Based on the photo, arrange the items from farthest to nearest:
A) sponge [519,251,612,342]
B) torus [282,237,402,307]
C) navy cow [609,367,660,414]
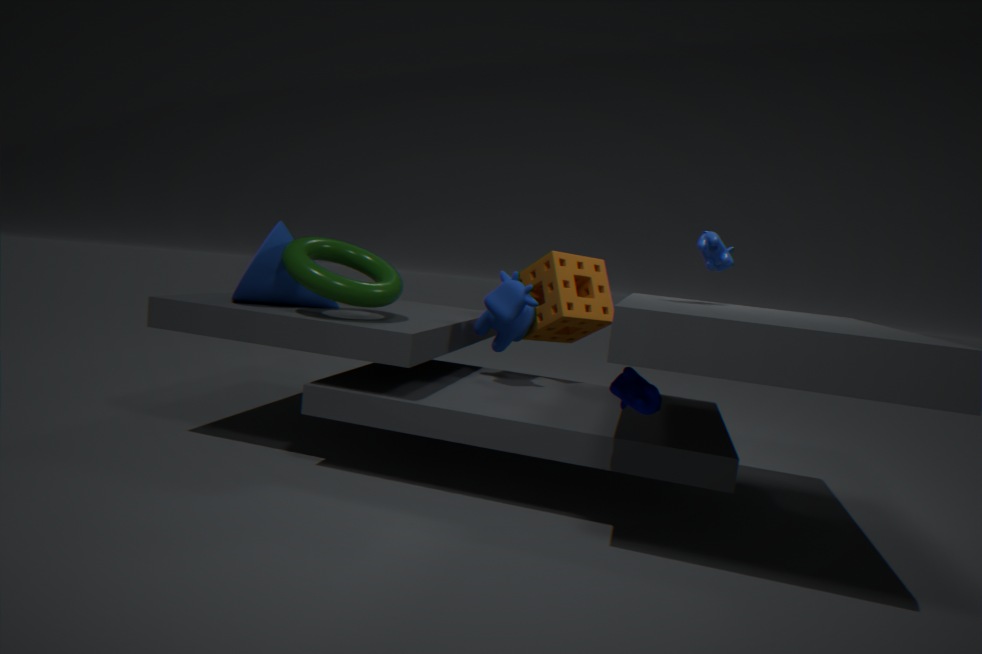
1. sponge [519,251,612,342]
2. torus [282,237,402,307]
3. navy cow [609,367,660,414]
